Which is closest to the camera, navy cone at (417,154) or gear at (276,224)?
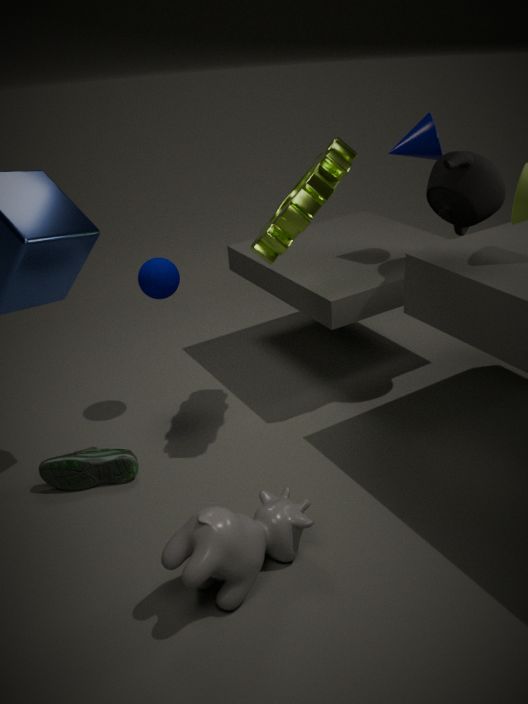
gear at (276,224)
